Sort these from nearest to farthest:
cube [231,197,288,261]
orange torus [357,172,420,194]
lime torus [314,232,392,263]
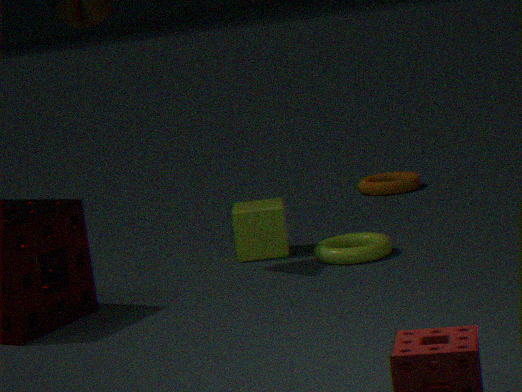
lime torus [314,232,392,263] → cube [231,197,288,261] → orange torus [357,172,420,194]
